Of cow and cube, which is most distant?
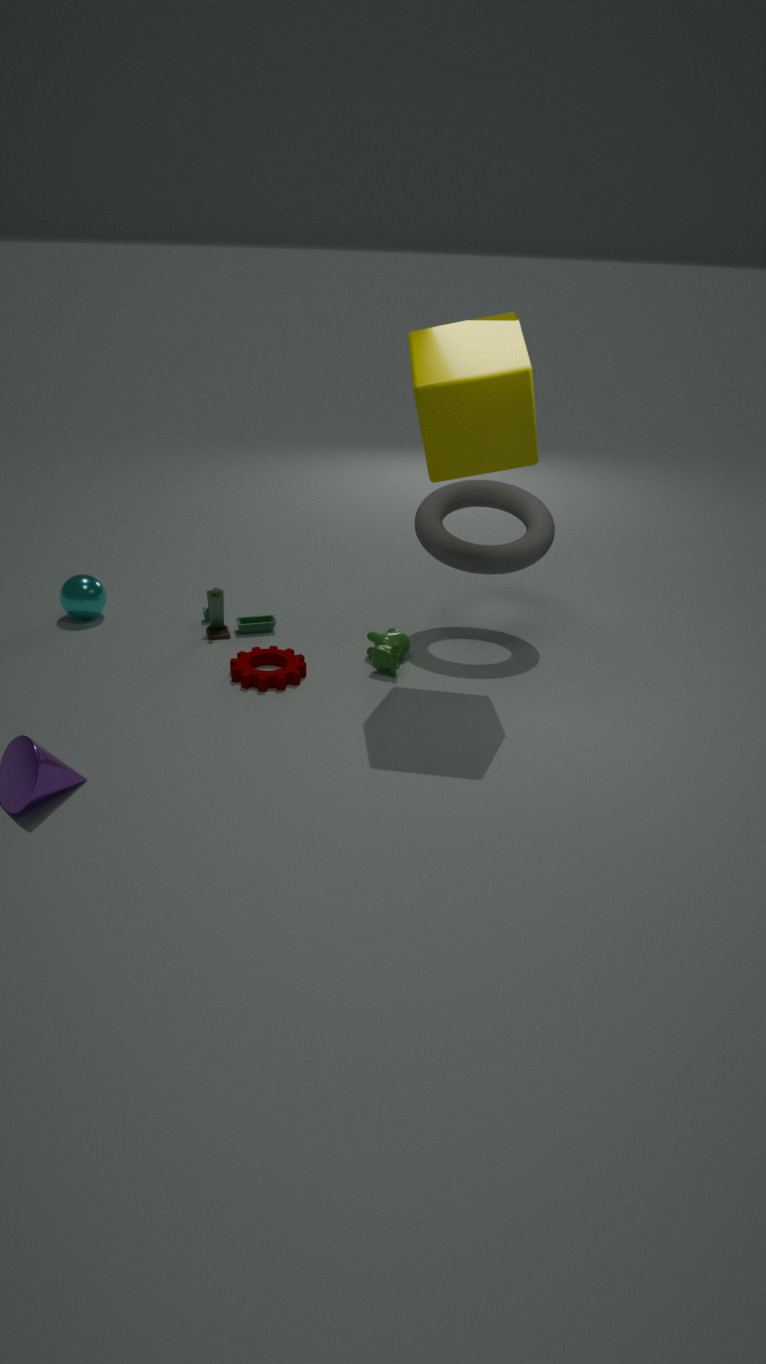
cow
